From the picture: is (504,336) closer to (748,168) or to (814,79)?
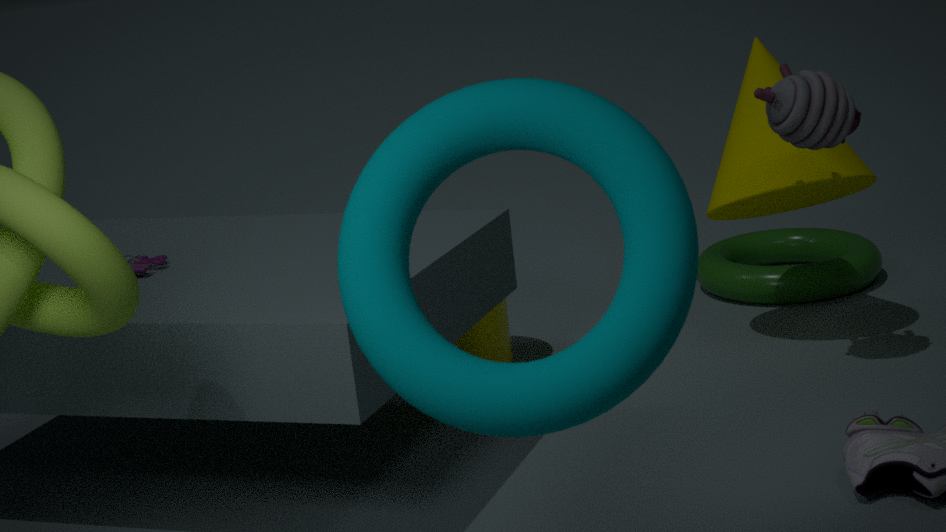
(748,168)
